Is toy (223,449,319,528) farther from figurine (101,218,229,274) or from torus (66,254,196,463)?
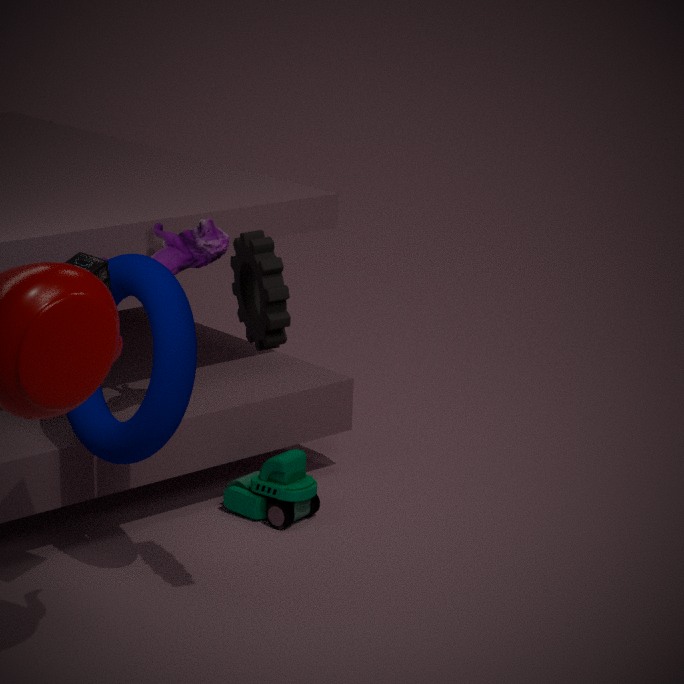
figurine (101,218,229,274)
